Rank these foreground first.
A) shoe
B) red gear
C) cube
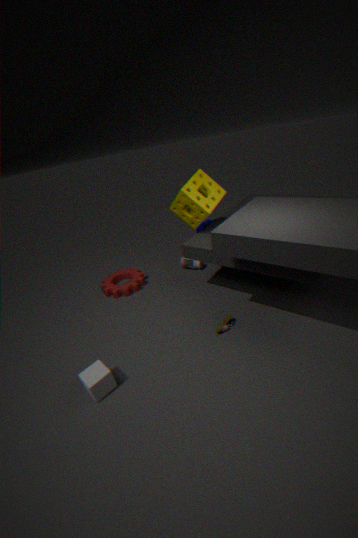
cube
shoe
red gear
